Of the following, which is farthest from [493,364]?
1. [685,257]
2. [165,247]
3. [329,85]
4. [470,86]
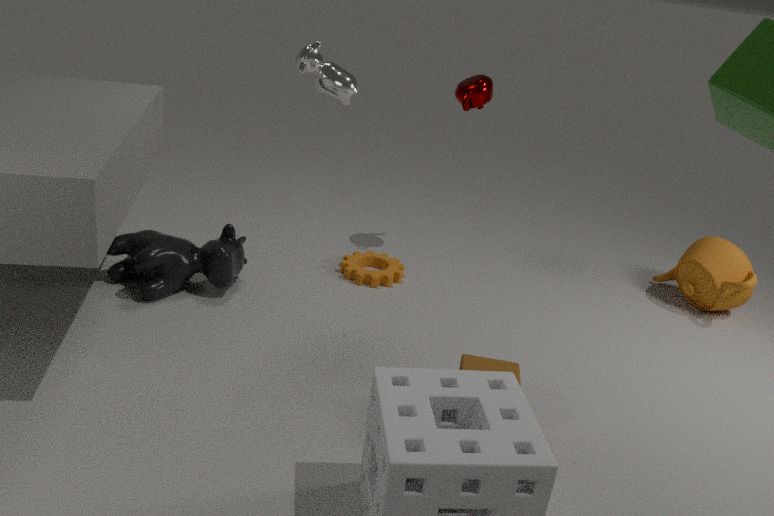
[685,257]
